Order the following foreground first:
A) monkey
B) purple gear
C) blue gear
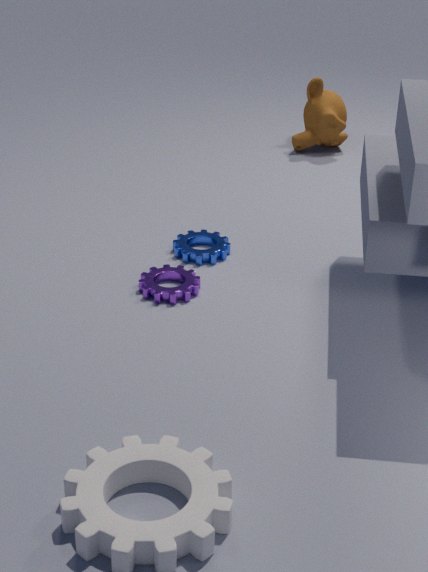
purple gear, blue gear, monkey
